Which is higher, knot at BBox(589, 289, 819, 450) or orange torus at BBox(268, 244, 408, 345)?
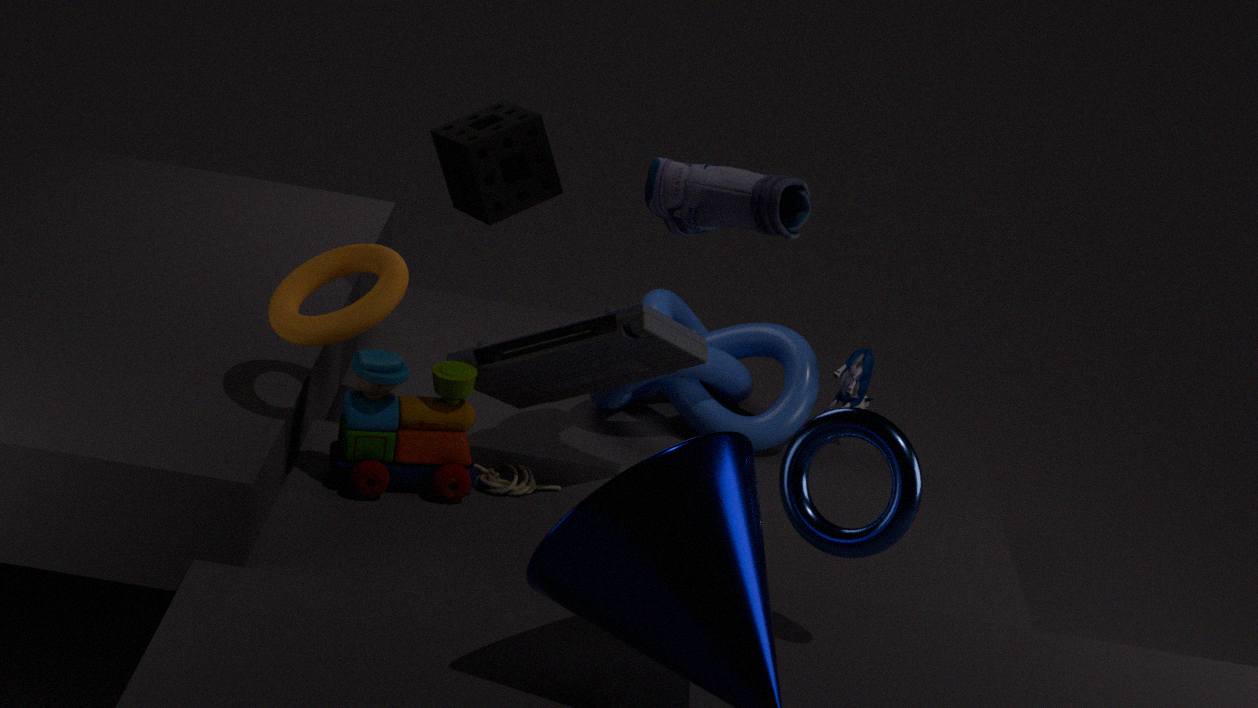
orange torus at BBox(268, 244, 408, 345)
